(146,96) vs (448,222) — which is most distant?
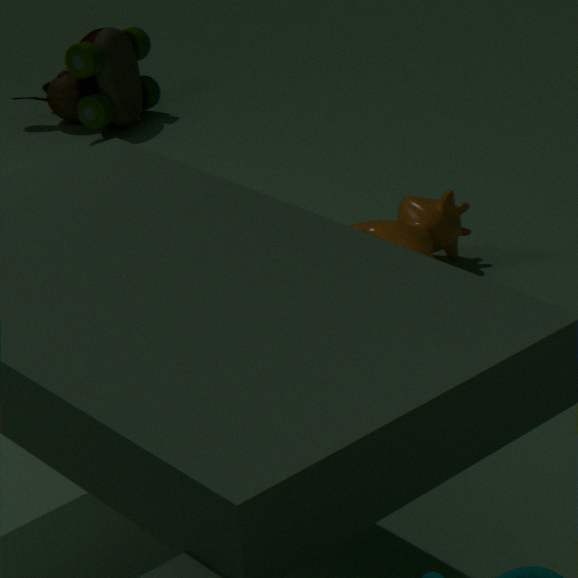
(146,96)
